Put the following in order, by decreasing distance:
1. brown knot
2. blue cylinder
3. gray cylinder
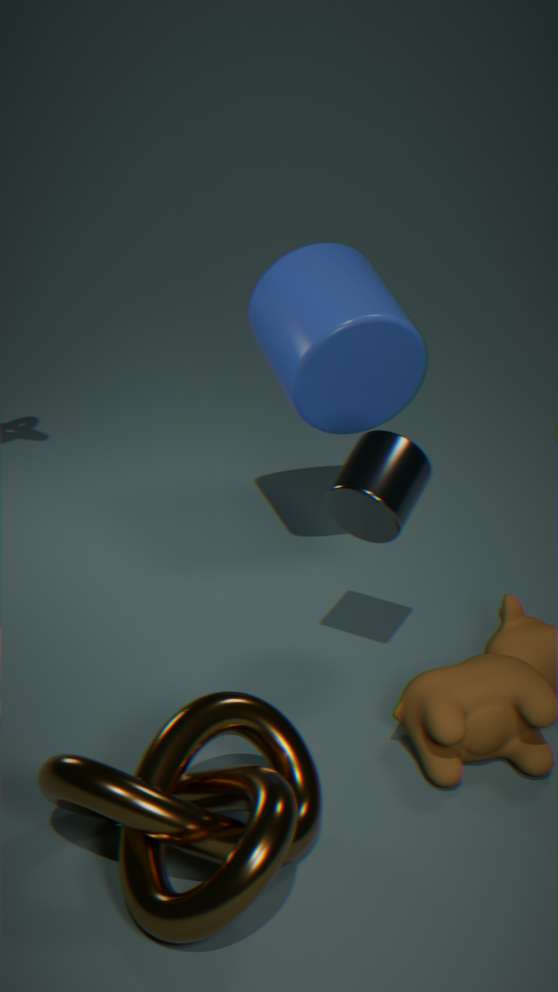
blue cylinder
gray cylinder
brown knot
